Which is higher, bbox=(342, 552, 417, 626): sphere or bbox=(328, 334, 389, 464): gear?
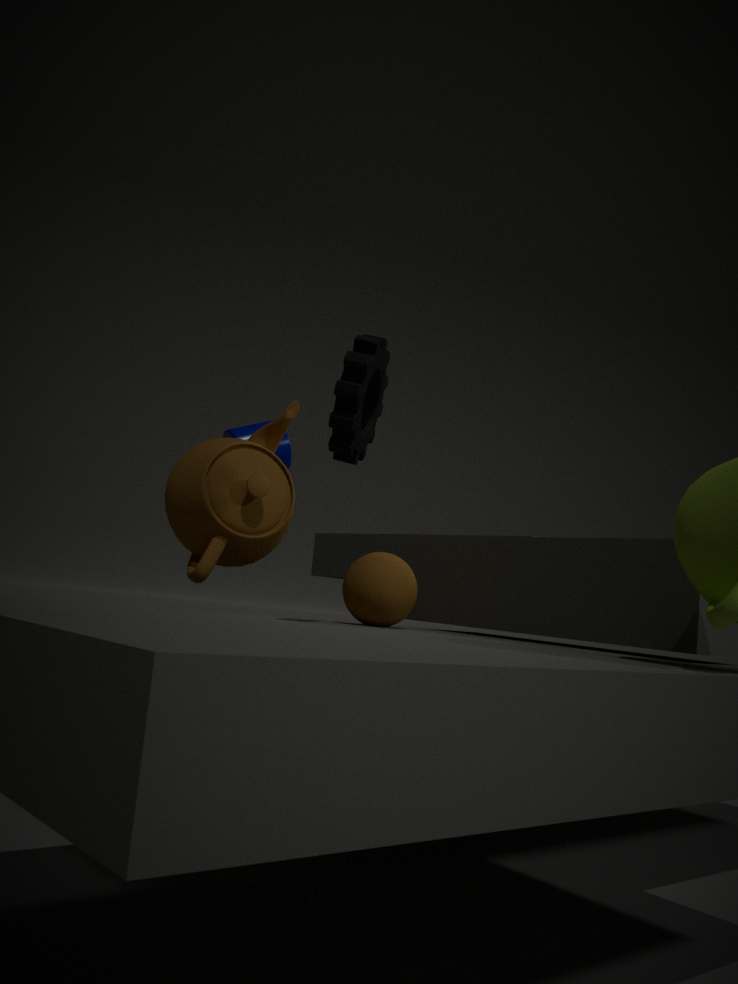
bbox=(328, 334, 389, 464): gear
